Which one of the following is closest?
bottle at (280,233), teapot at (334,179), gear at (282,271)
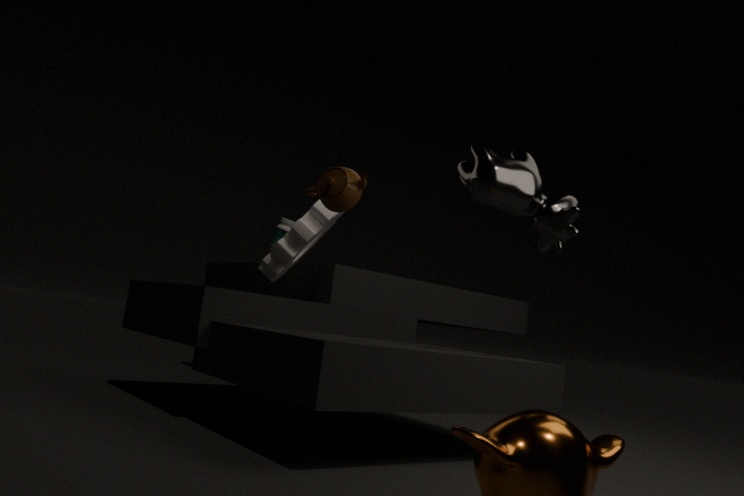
teapot at (334,179)
